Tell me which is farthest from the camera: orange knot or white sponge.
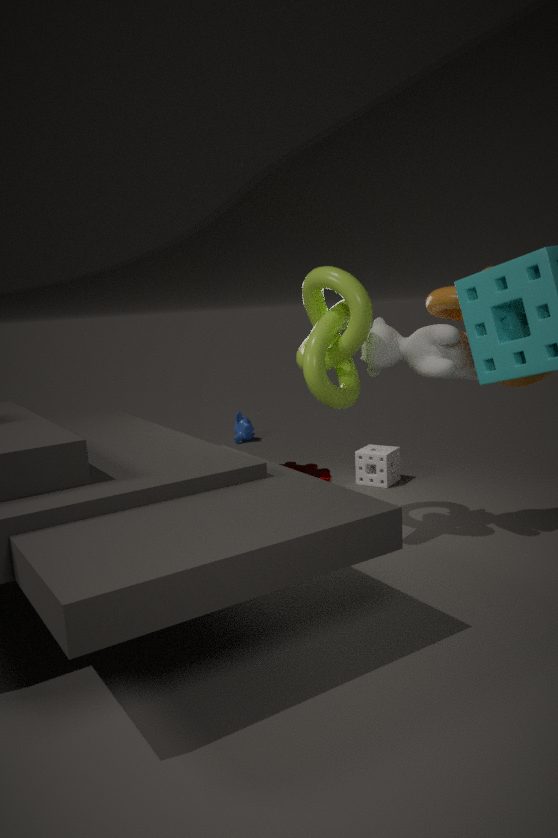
white sponge
